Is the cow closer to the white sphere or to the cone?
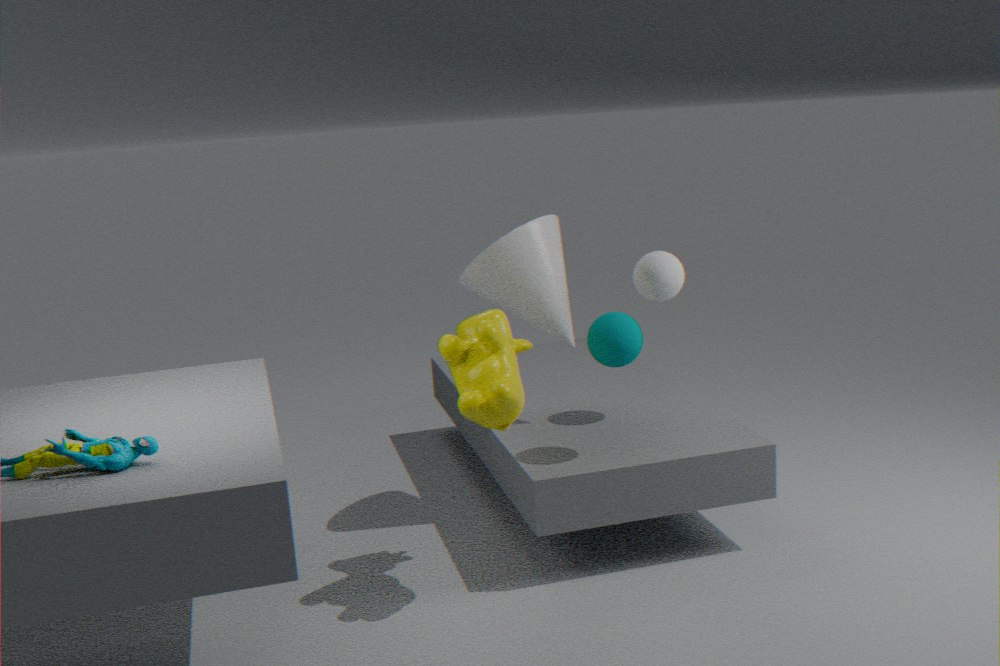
the cone
